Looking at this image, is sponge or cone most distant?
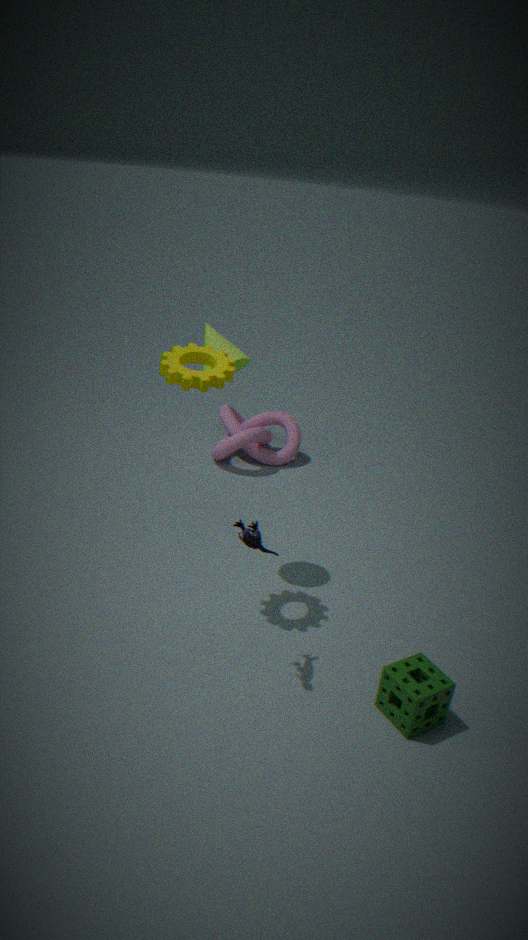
cone
